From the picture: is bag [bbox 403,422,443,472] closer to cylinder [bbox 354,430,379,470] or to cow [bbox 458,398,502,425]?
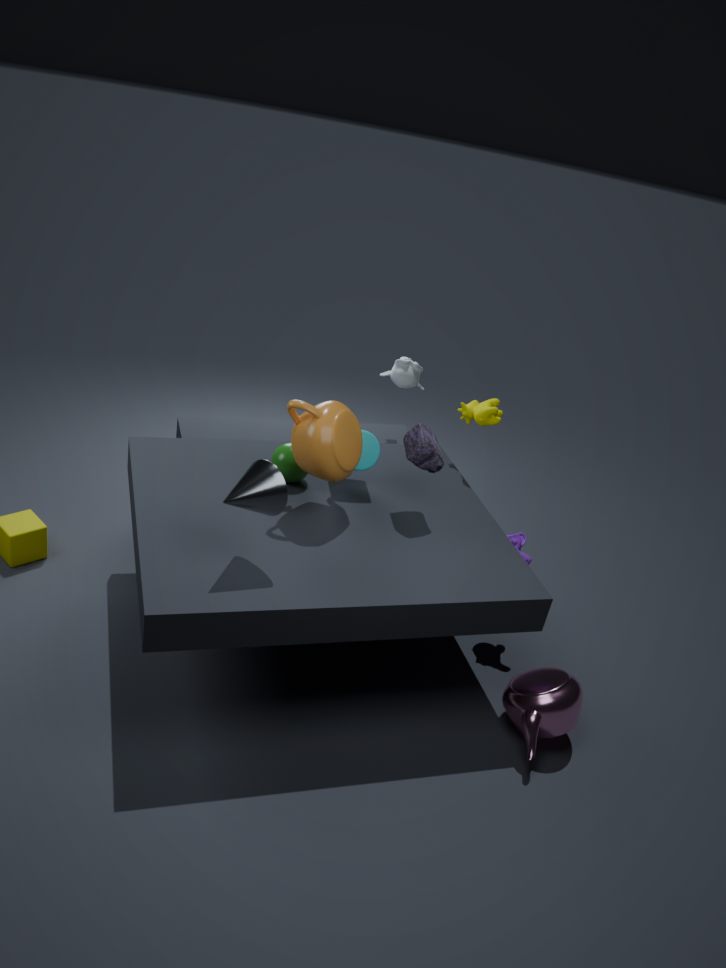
cylinder [bbox 354,430,379,470]
